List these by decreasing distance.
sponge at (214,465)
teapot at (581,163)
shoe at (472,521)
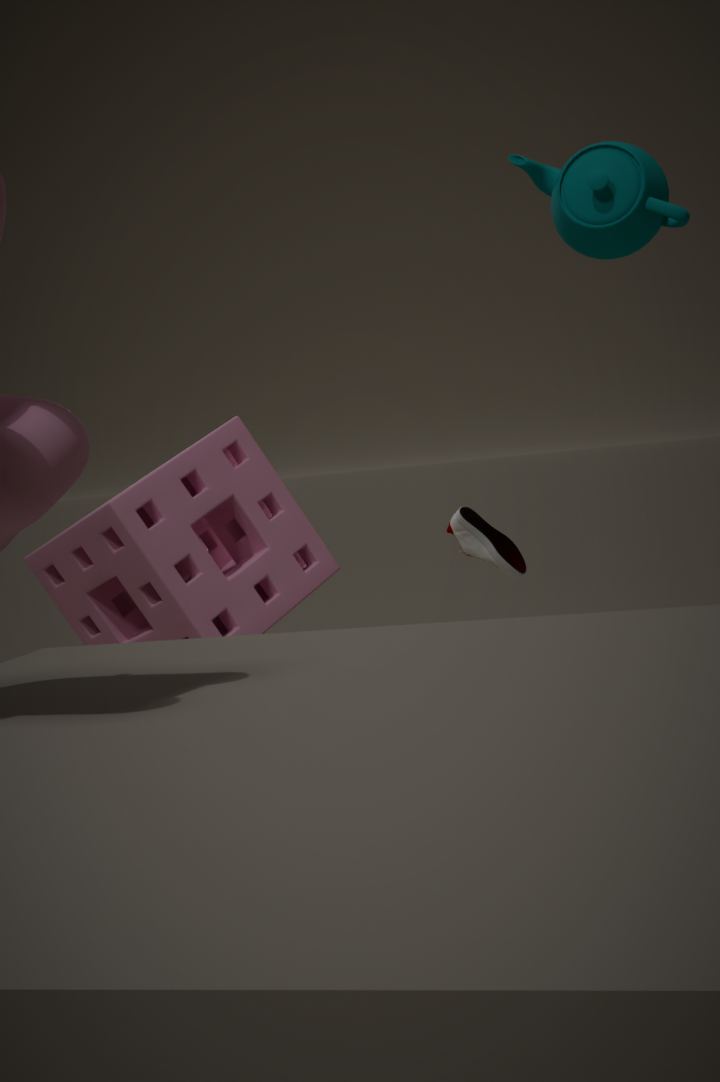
1. shoe at (472,521)
2. sponge at (214,465)
3. teapot at (581,163)
